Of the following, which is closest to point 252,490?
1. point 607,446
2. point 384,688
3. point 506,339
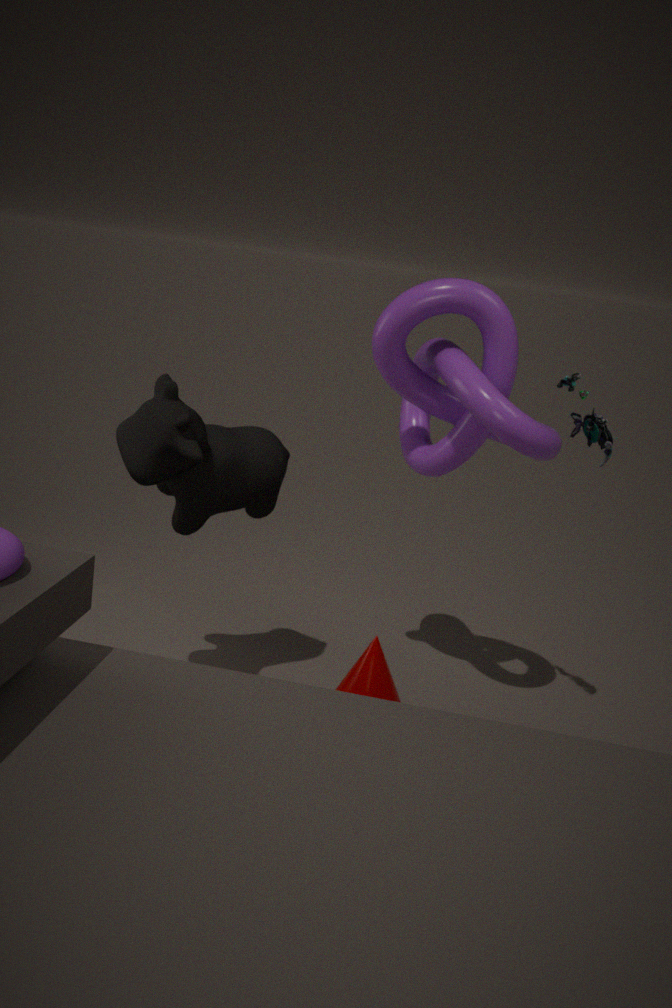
point 506,339
